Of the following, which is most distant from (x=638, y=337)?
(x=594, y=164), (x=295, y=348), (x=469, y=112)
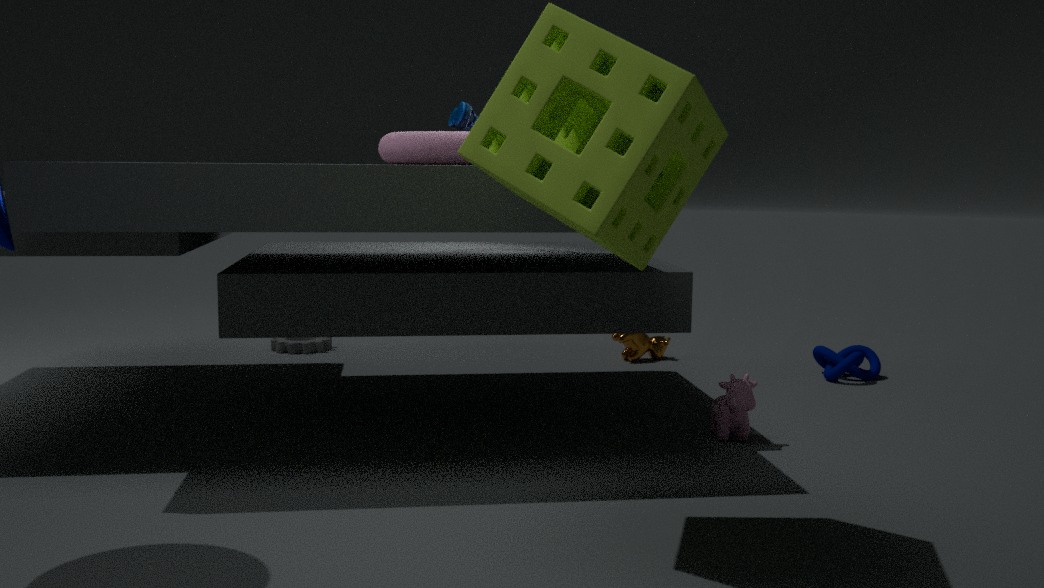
(x=594, y=164)
